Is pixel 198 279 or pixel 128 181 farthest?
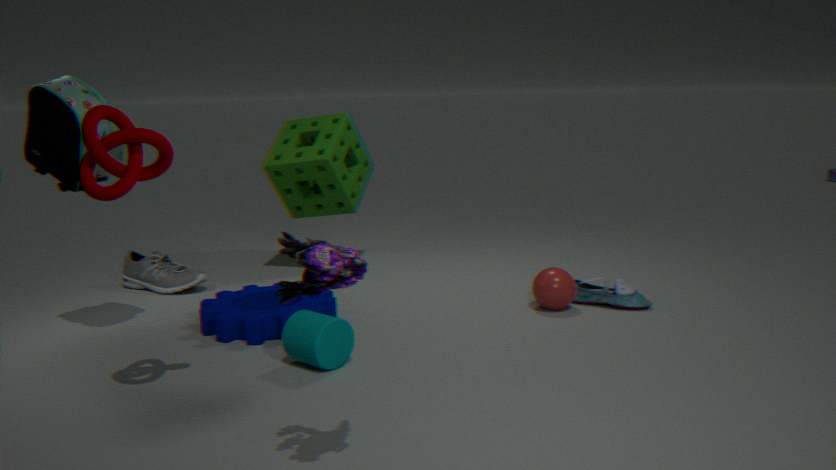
pixel 198 279
